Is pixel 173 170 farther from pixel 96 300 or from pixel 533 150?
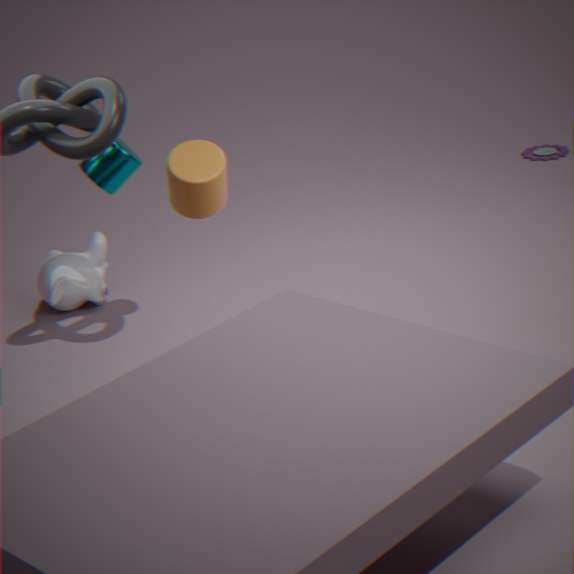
pixel 533 150
